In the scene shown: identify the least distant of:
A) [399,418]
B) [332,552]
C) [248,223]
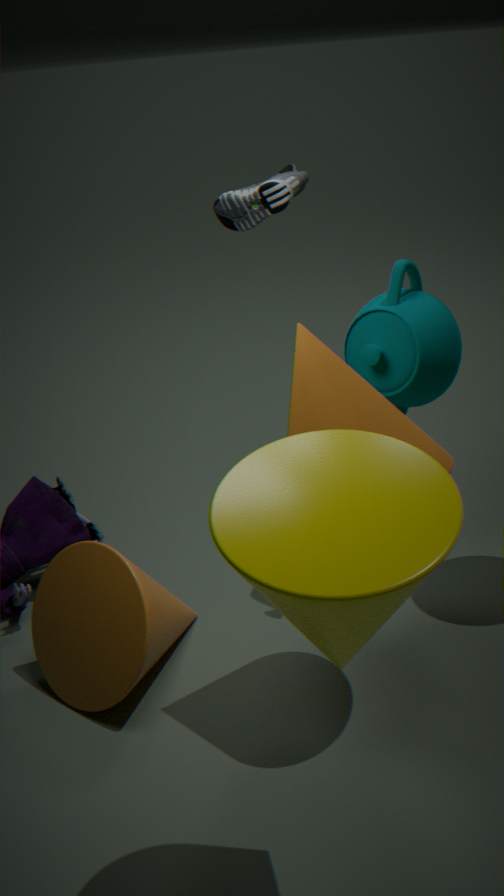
[332,552]
